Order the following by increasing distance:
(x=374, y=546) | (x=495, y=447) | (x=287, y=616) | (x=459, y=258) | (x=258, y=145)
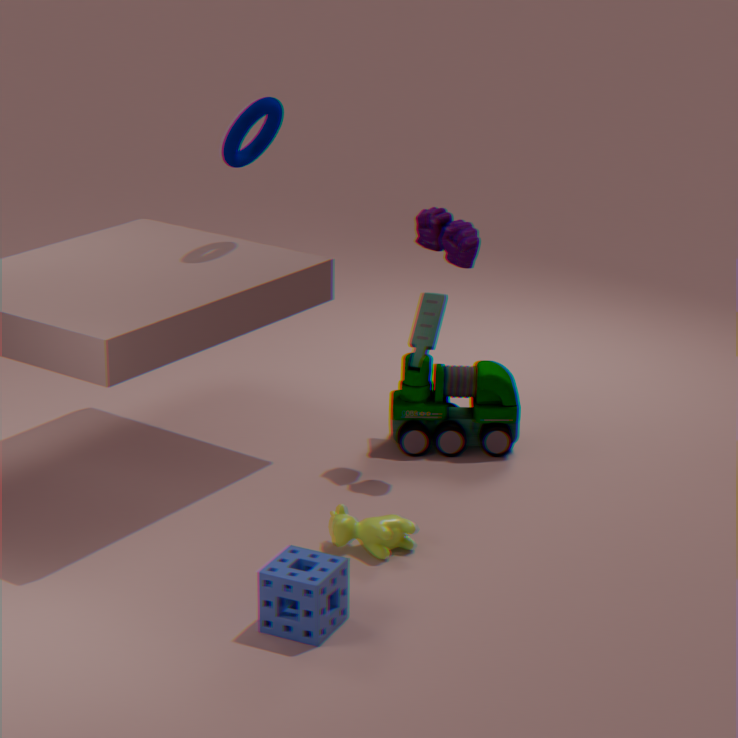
1. (x=287, y=616)
2. (x=374, y=546)
3. (x=459, y=258)
4. (x=258, y=145)
5. (x=495, y=447)
